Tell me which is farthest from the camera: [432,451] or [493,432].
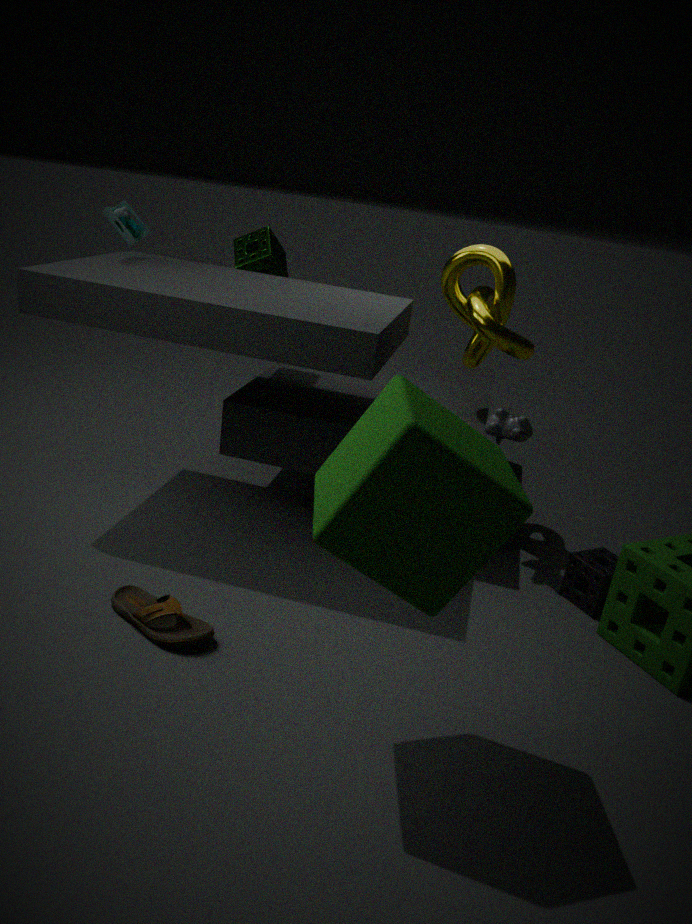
[493,432]
